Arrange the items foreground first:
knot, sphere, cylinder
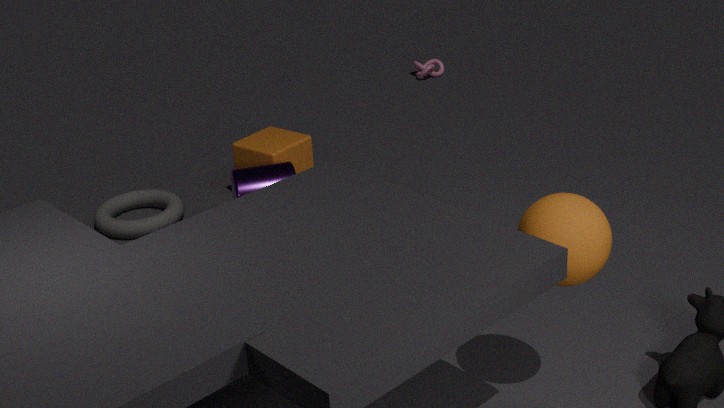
sphere < cylinder < knot
